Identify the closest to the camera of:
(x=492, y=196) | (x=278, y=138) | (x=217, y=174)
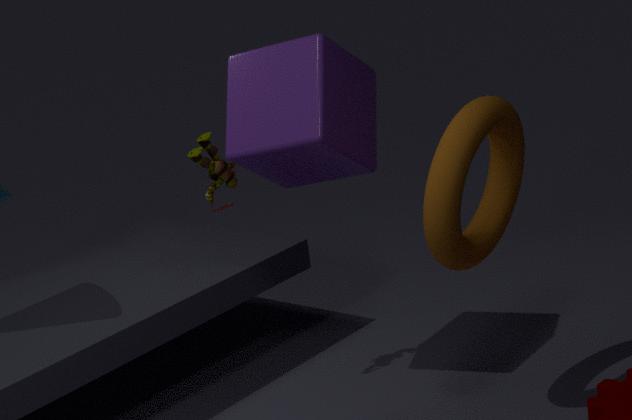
(x=278, y=138)
